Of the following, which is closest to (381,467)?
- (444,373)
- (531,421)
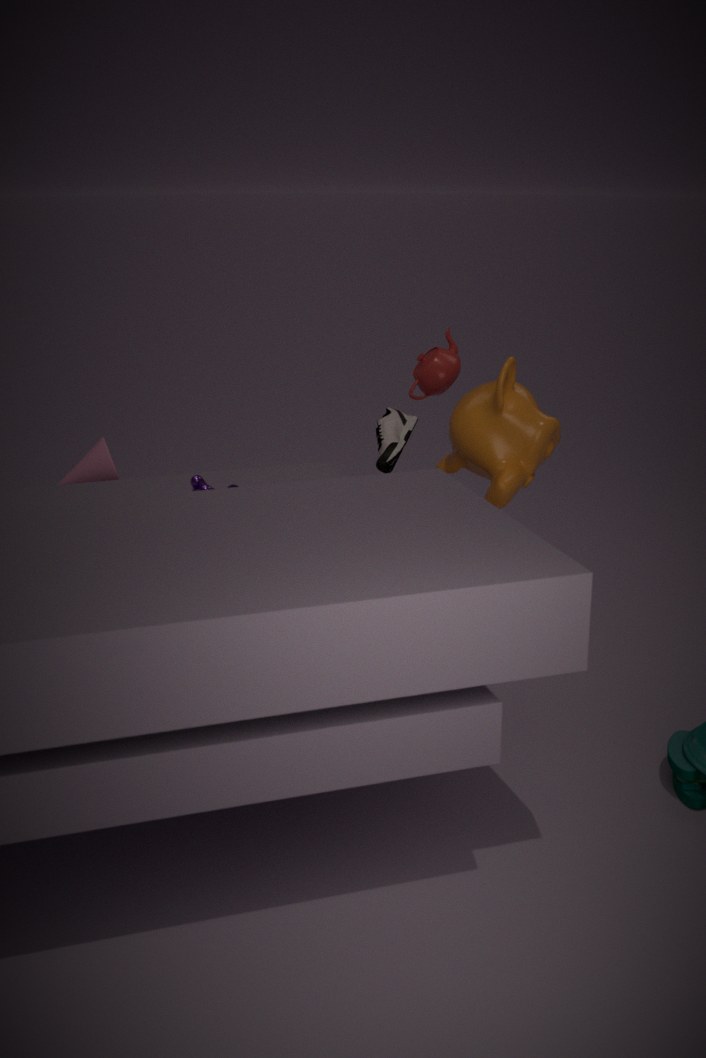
(444,373)
